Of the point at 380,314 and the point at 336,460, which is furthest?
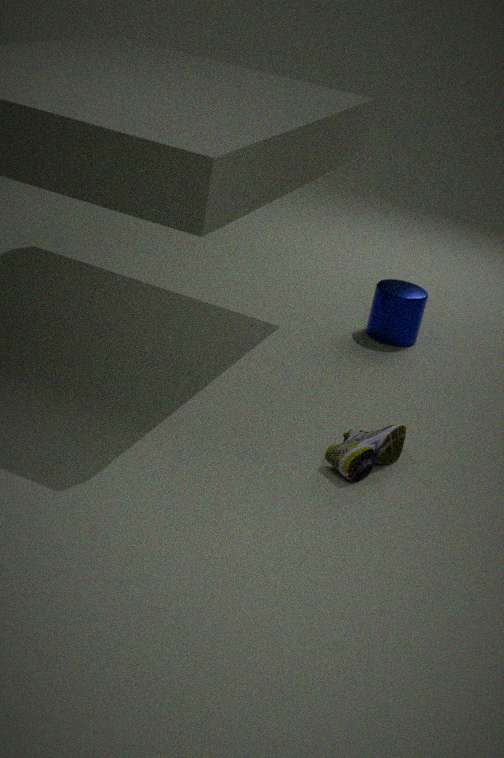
the point at 380,314
